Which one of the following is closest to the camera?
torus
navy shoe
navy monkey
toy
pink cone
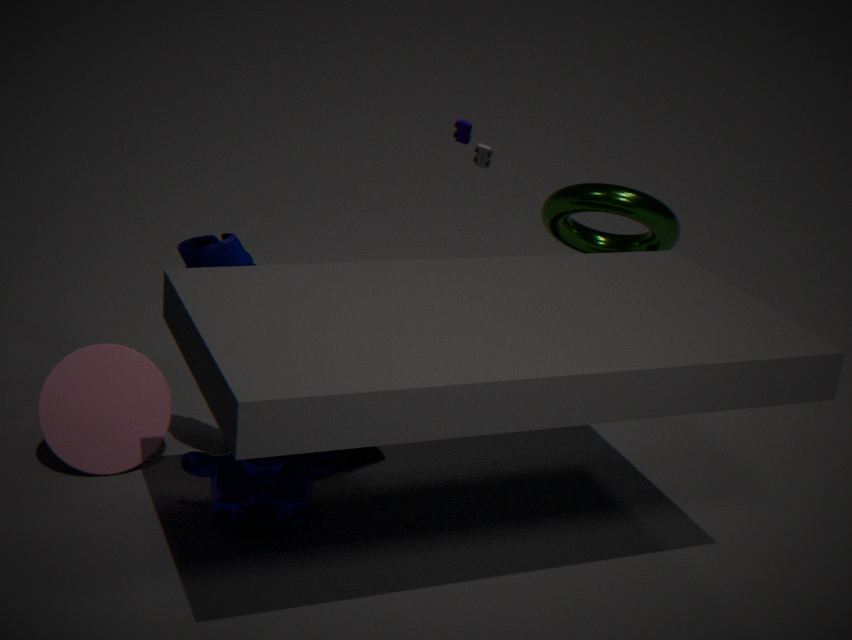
navy monkey
